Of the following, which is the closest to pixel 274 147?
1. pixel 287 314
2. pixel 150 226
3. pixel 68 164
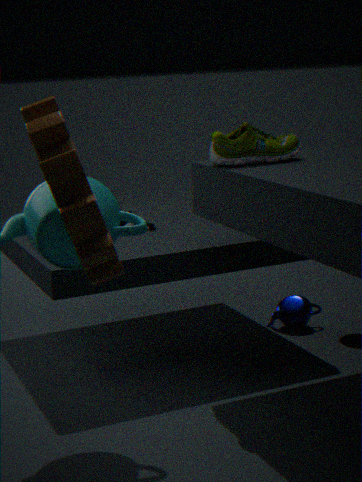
pixel 150 226
